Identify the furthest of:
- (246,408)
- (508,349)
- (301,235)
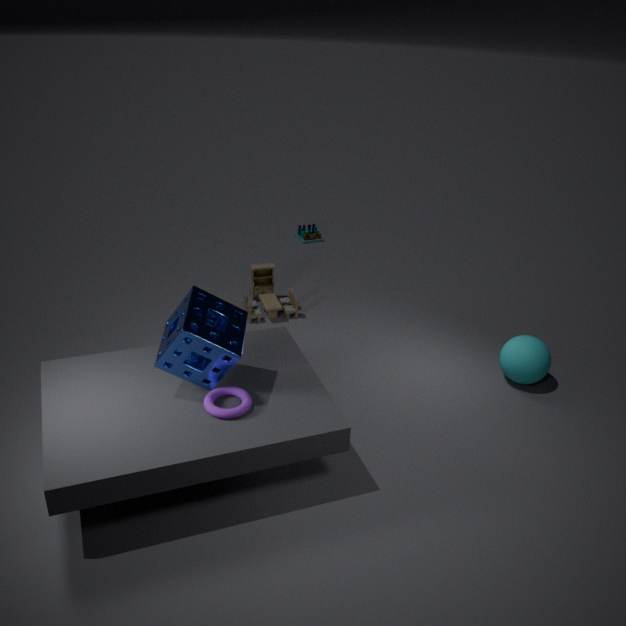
(301,235)
